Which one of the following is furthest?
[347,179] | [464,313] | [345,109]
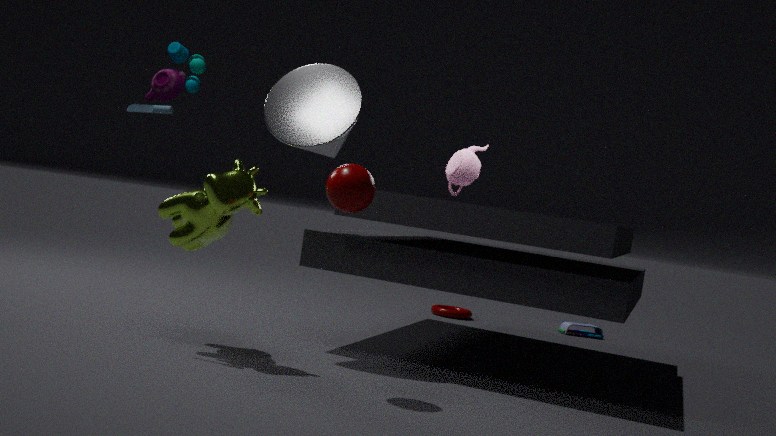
[464,313]
